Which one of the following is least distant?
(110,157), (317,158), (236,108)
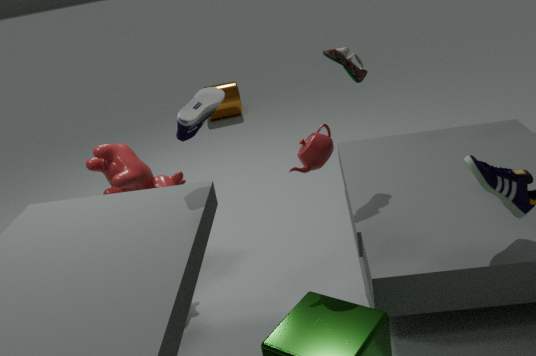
(317,158)
